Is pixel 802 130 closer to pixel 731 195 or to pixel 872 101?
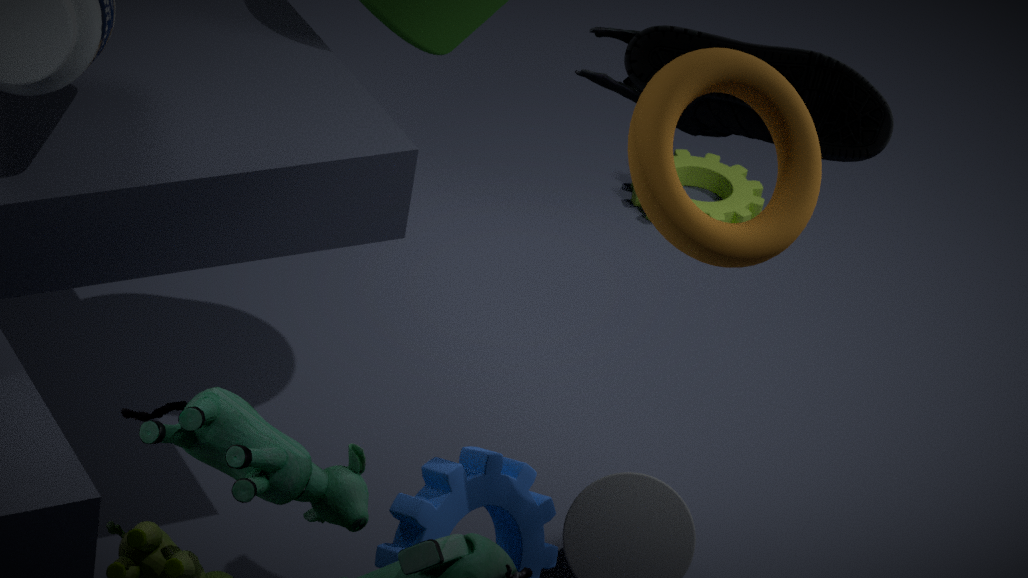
pixel 872 101
